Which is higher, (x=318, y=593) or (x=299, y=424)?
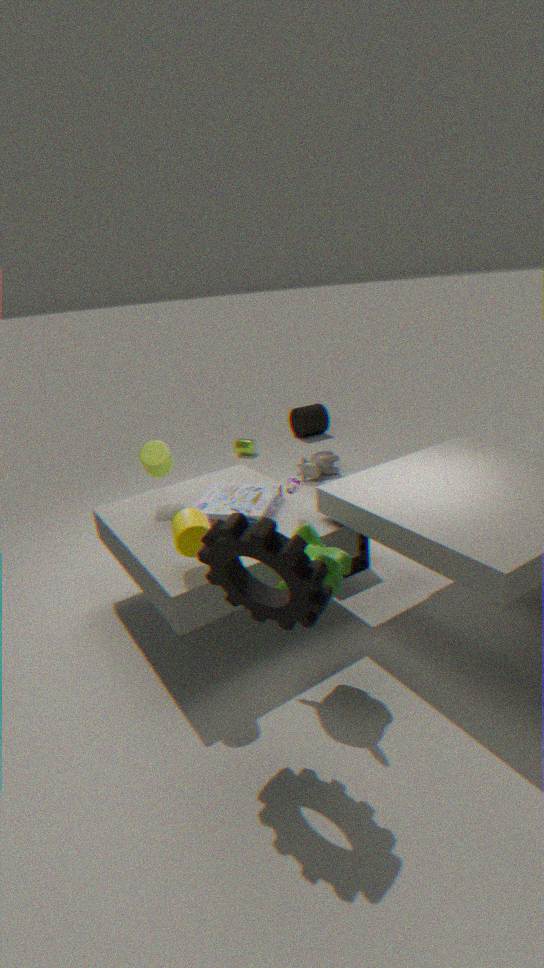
(x=318, y=593)
